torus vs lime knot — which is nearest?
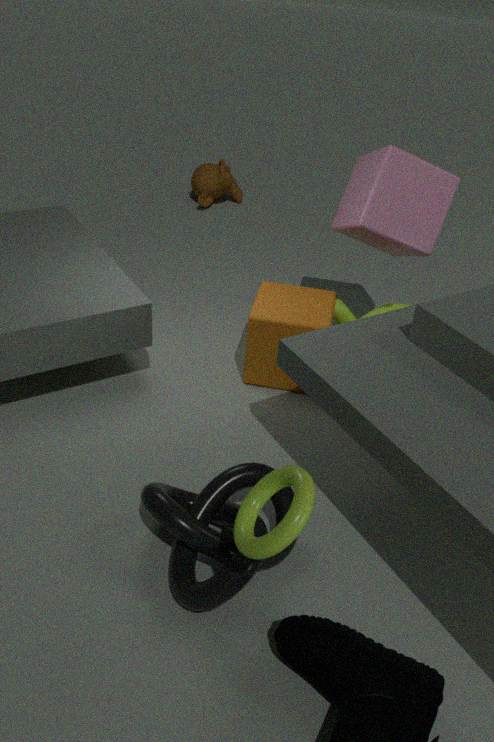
torus
